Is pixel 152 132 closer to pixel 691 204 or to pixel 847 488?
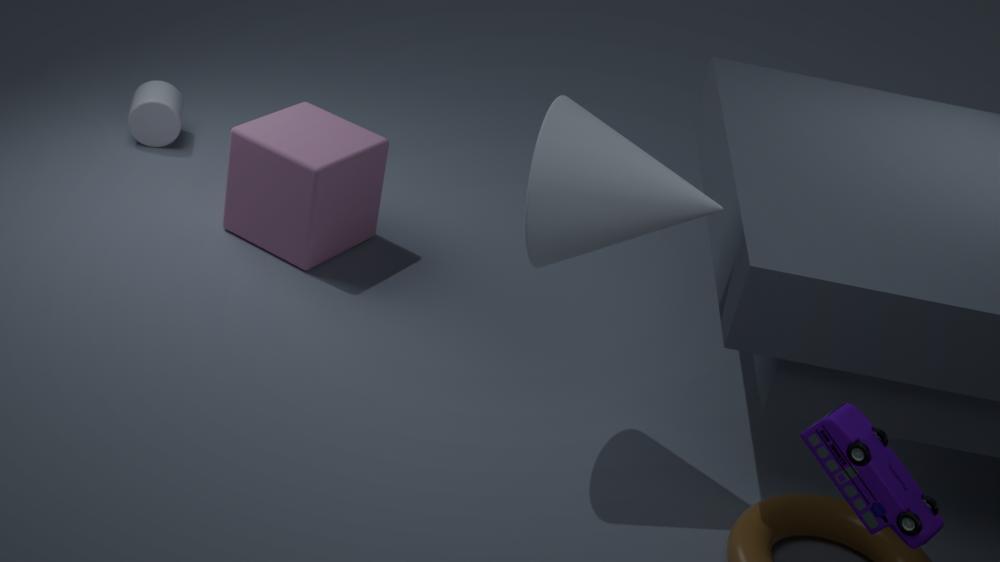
pixel 691 204
